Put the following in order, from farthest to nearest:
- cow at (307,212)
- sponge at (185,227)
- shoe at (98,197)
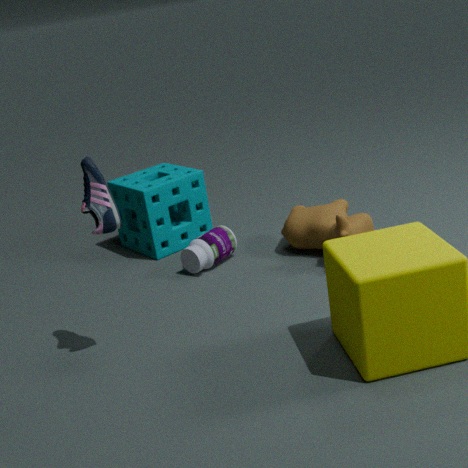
sponge at (185,227) → cow at (307,212) → shoe at (98,197)
